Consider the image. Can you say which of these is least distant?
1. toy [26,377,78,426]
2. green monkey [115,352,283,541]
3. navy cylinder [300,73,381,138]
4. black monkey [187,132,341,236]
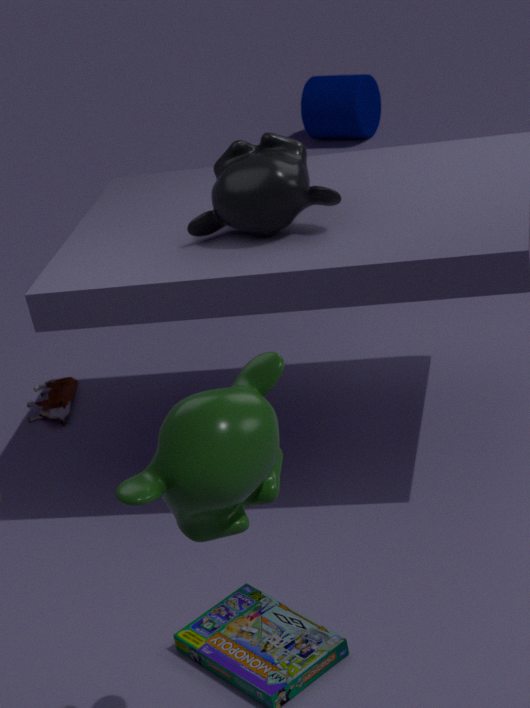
green monkey [115,352,283,541]
